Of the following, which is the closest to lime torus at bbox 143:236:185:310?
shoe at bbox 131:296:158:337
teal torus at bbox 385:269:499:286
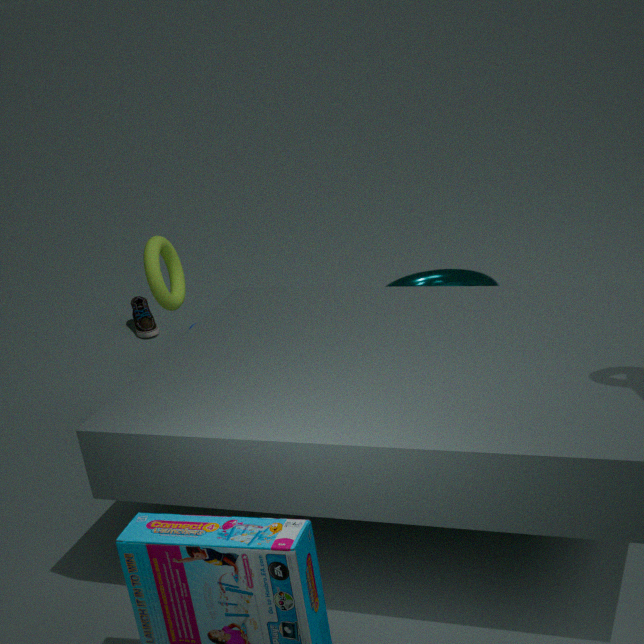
shoe at bbox 131:296:158:337
